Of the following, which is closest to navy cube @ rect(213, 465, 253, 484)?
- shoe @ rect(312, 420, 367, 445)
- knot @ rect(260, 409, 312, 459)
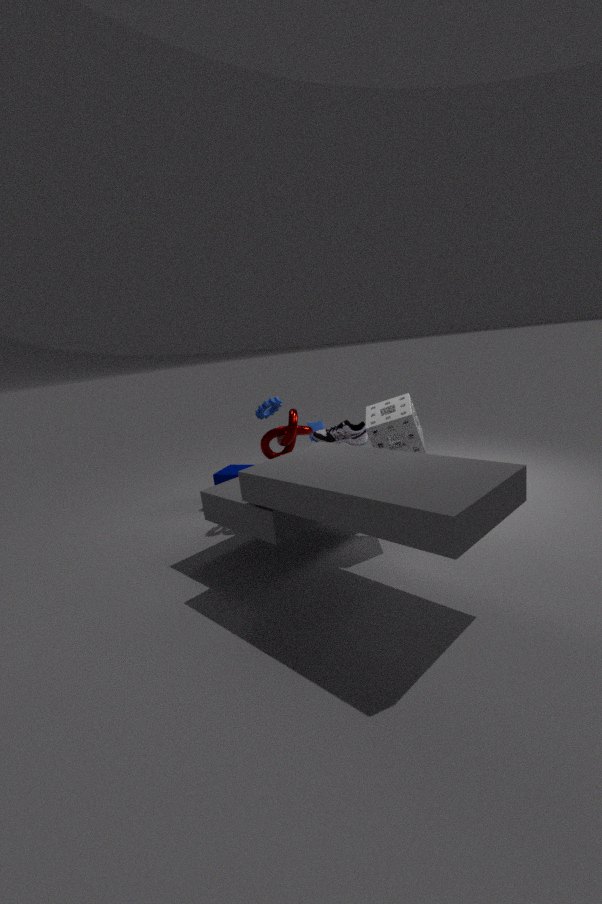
knot @ rect(260, 409, 312, 459)
